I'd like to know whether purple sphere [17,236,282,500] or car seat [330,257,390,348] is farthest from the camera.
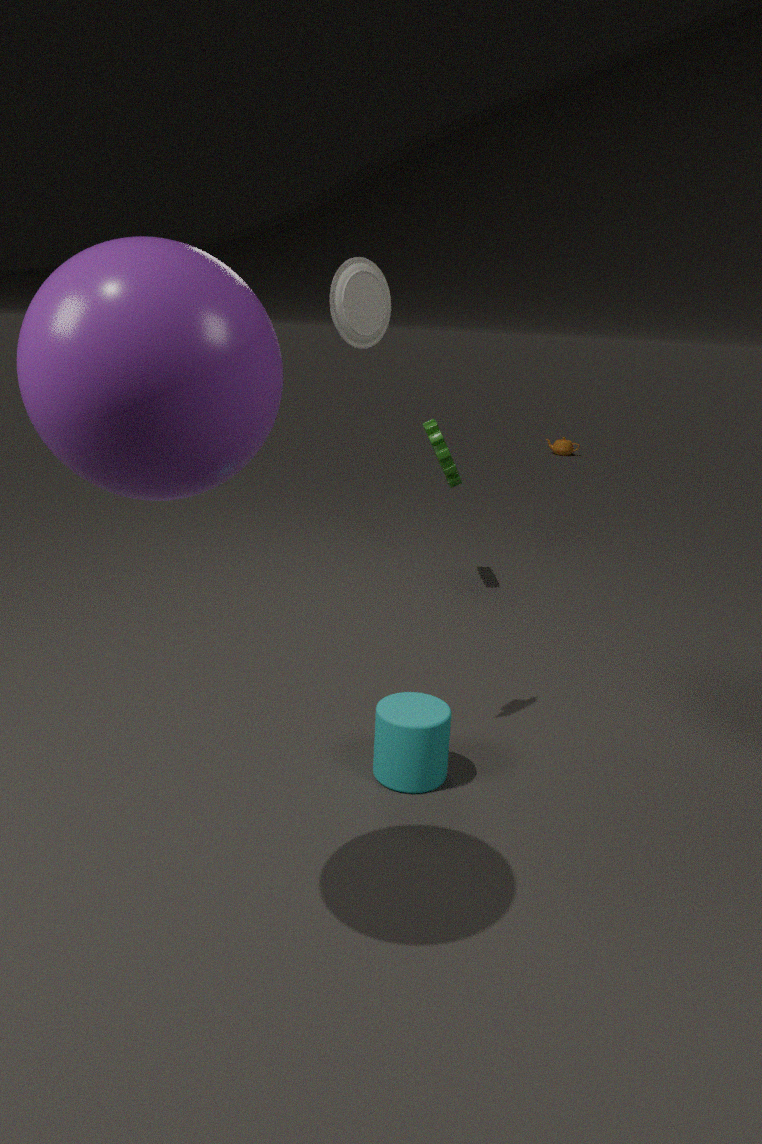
car seat [330,257,390,348]
